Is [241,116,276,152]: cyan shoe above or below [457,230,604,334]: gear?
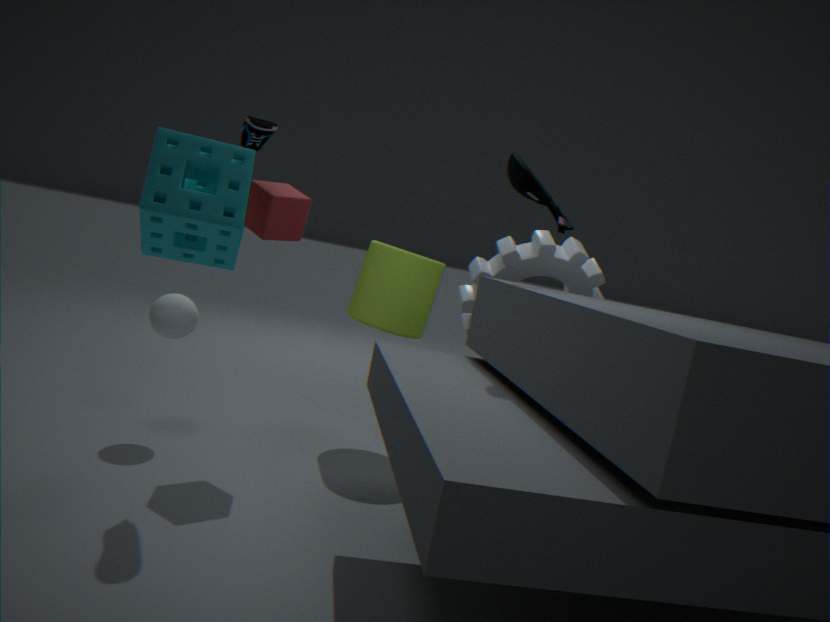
above
